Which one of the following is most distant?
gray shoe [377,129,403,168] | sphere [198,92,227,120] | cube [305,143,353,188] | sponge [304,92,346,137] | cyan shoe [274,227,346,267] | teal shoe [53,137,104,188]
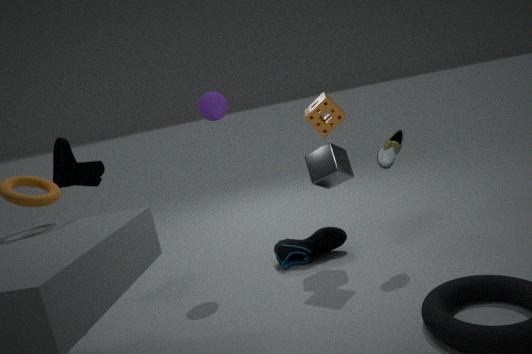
cyan shoe [274,227,346,267]
